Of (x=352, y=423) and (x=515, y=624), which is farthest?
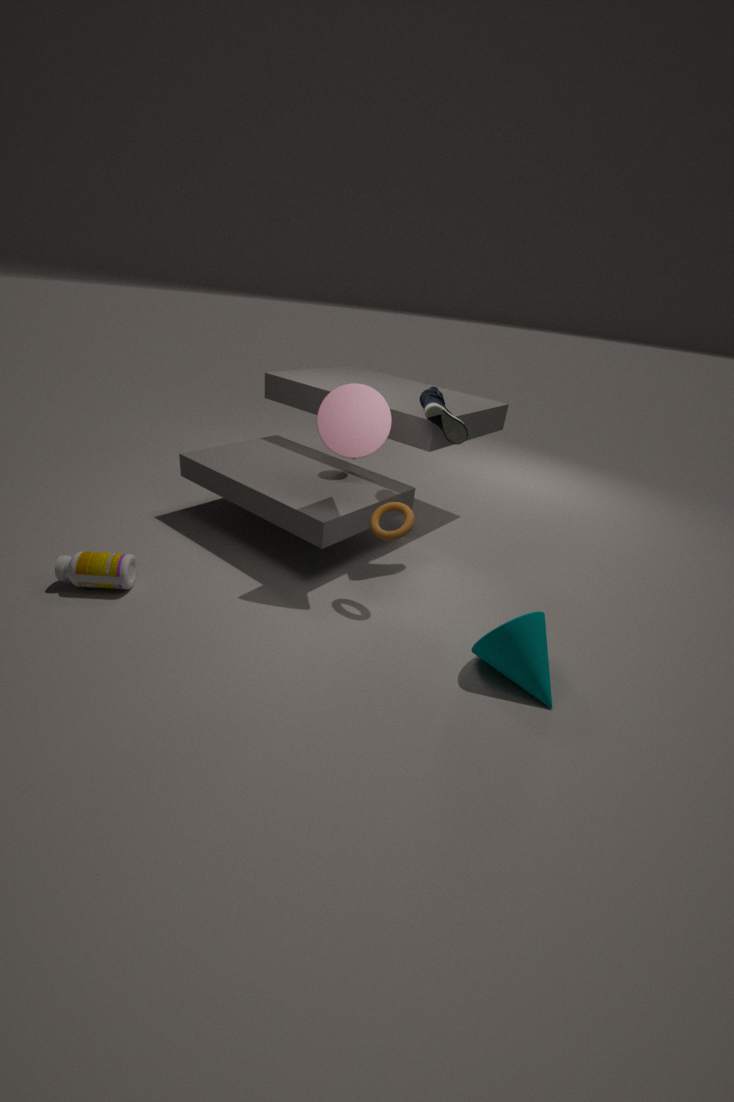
(x=352, y=423)
